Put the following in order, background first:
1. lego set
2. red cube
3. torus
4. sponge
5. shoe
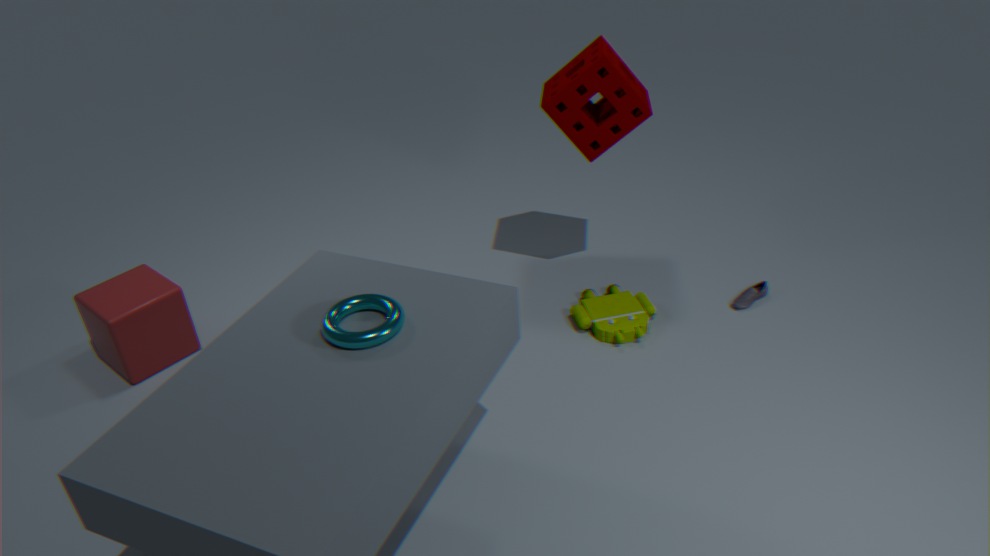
shoe < lego set < sponge < red cube < torus
